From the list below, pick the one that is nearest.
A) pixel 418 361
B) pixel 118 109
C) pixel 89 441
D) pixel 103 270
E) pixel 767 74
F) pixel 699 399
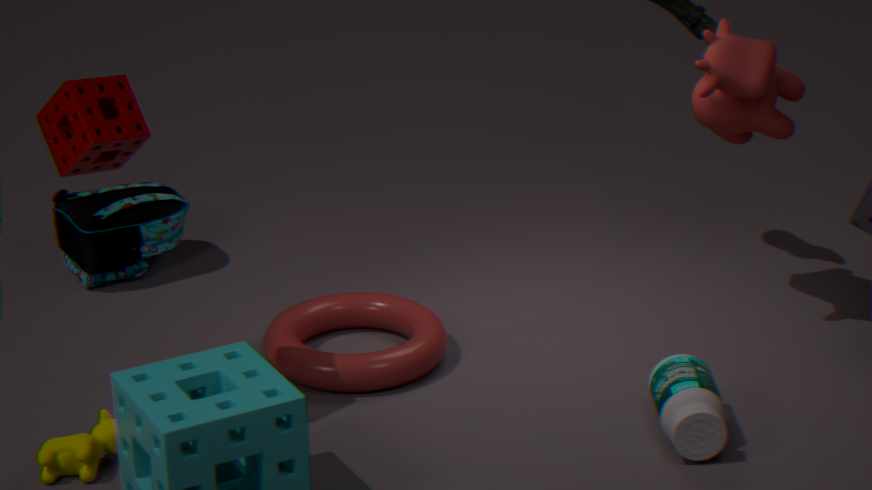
pixel 118 109
